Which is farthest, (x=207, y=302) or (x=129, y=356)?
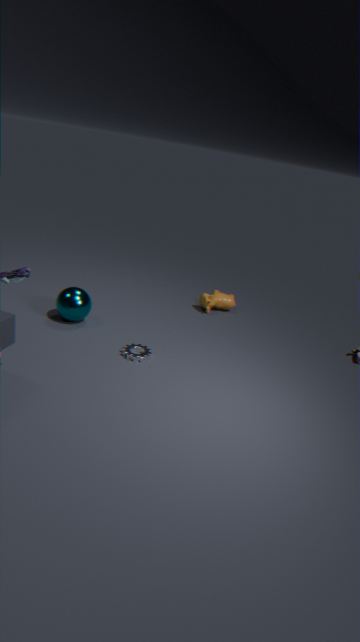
(x=207, y=302)
